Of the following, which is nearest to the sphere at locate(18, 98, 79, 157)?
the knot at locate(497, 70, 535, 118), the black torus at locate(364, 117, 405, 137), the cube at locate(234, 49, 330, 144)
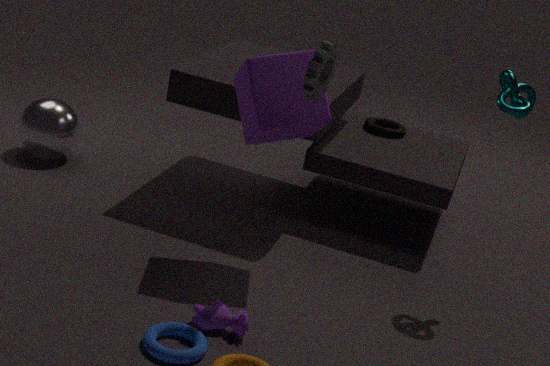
the cube at locate(234, 49, 330, 144)
